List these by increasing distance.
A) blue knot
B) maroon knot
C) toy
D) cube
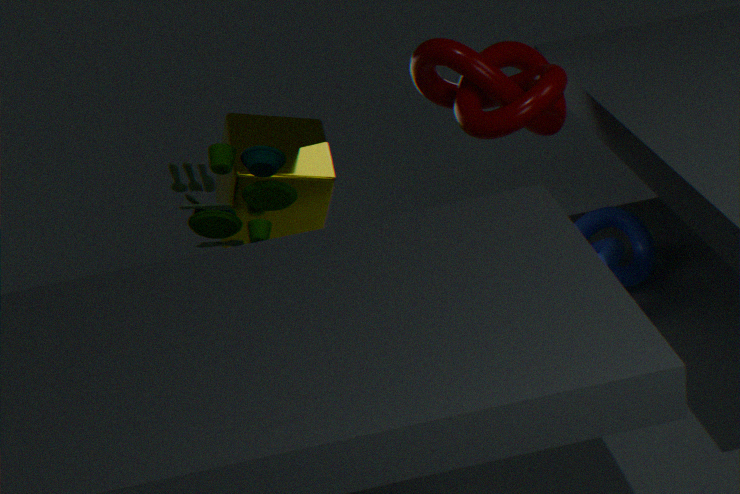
1. maroon knot
2. toy
3. cube
4. blue knot
